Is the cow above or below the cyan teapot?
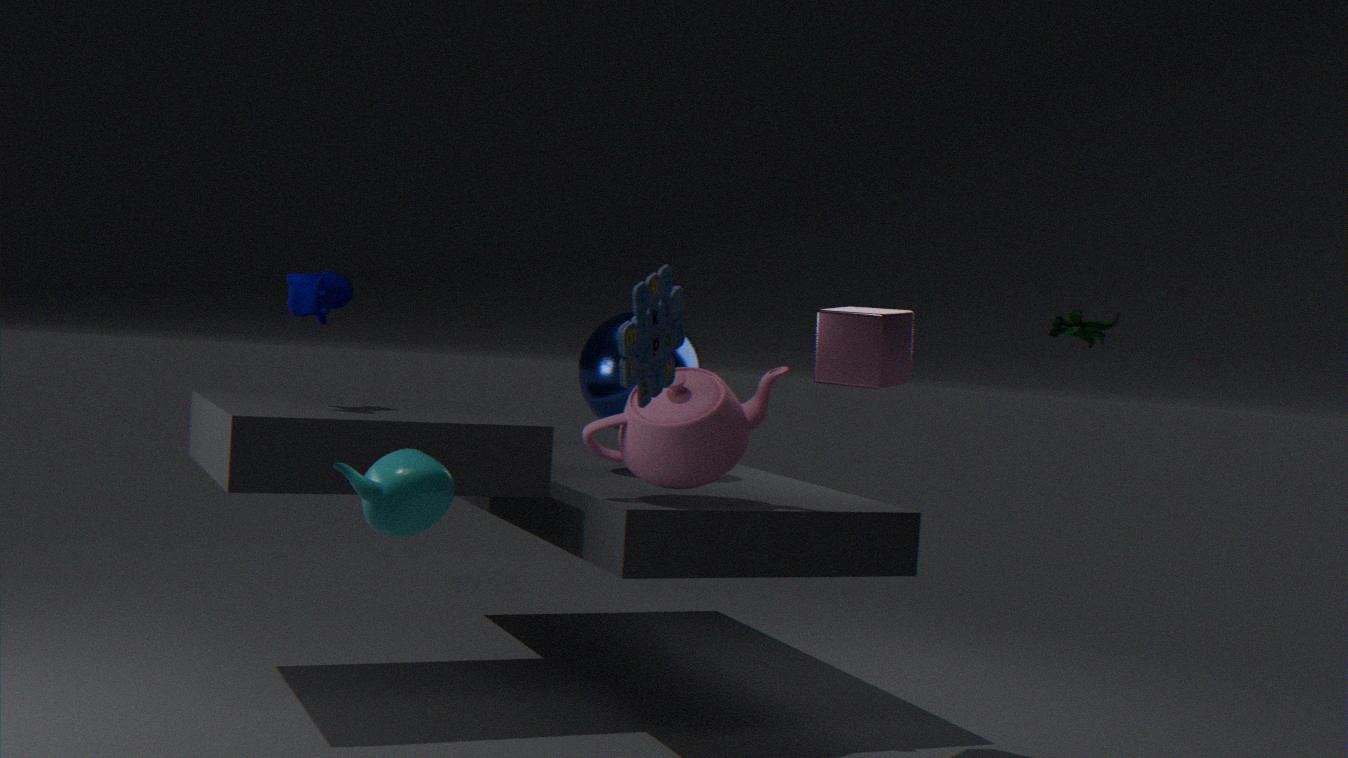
above
